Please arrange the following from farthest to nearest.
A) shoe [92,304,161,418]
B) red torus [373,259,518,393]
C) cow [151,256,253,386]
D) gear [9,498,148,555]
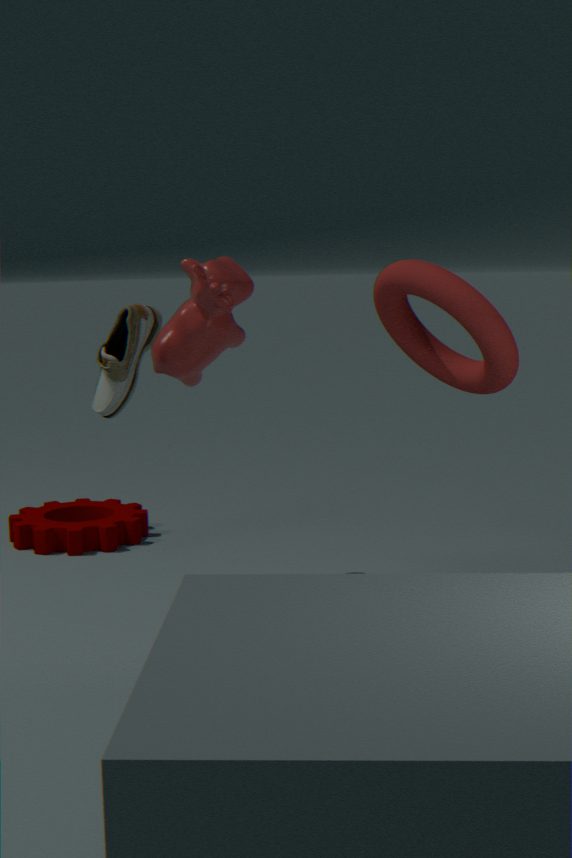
gear [9,498,148,555], shoe [92,304,161,418], cow [151,256,253,386], red torus [373,259,518,393]
